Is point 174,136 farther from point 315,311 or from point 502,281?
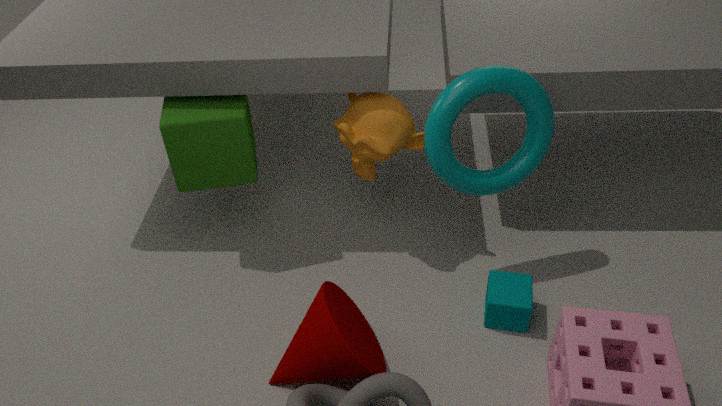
point 502,281
